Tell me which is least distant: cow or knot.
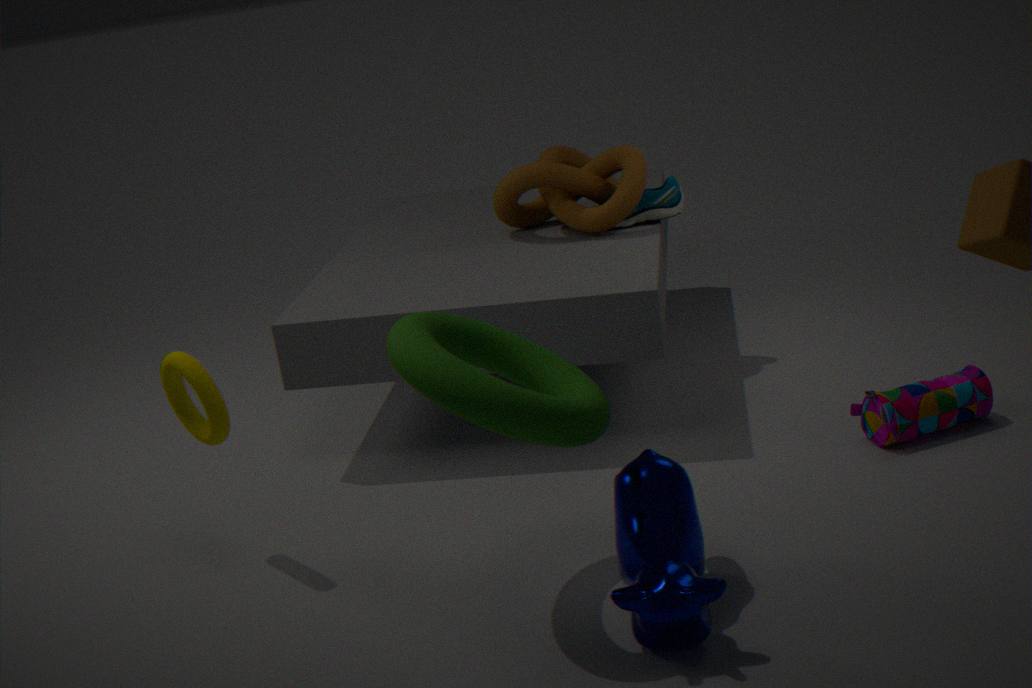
cow
